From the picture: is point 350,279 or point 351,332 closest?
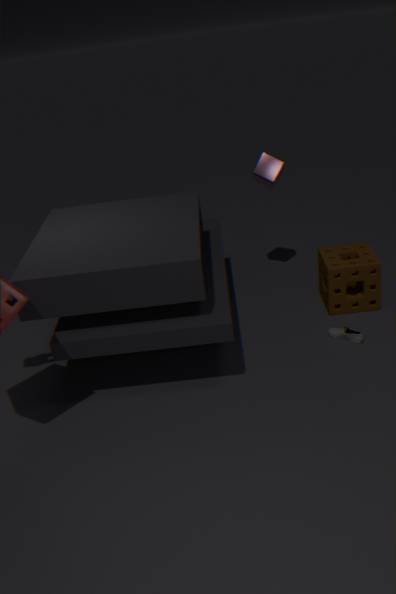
point 351,332
